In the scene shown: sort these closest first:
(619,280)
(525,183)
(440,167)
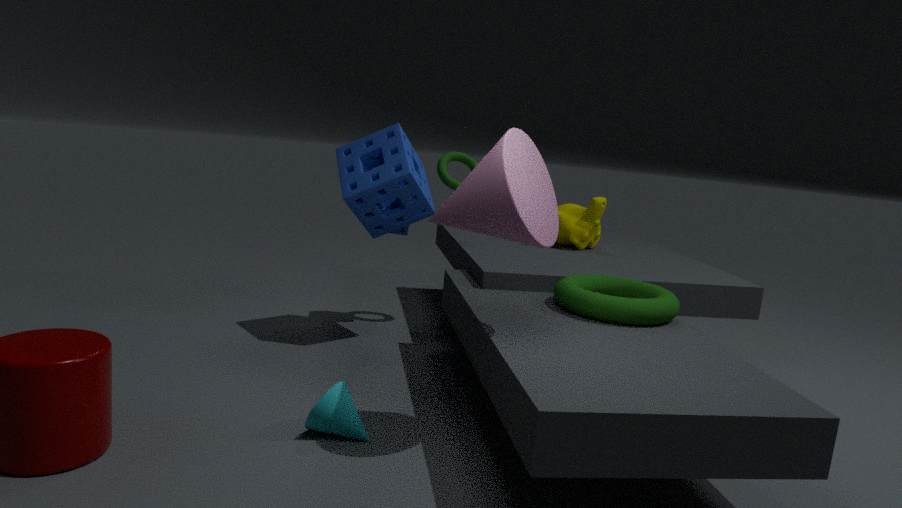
(525,183) → (619,280) → (440,167)
